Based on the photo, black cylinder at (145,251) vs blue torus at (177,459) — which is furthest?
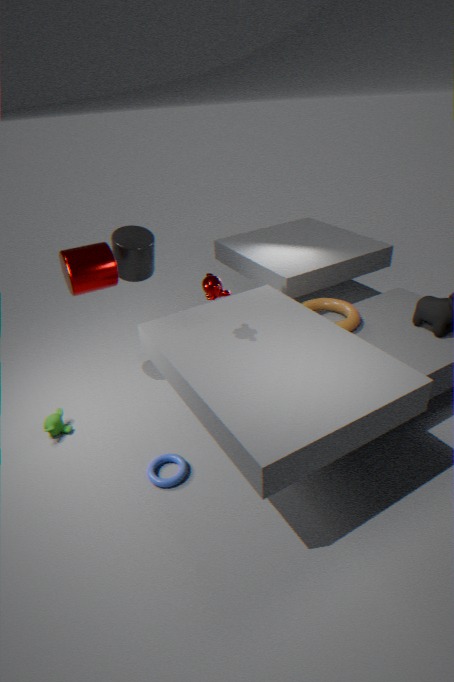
black cylinder at (145,251)
